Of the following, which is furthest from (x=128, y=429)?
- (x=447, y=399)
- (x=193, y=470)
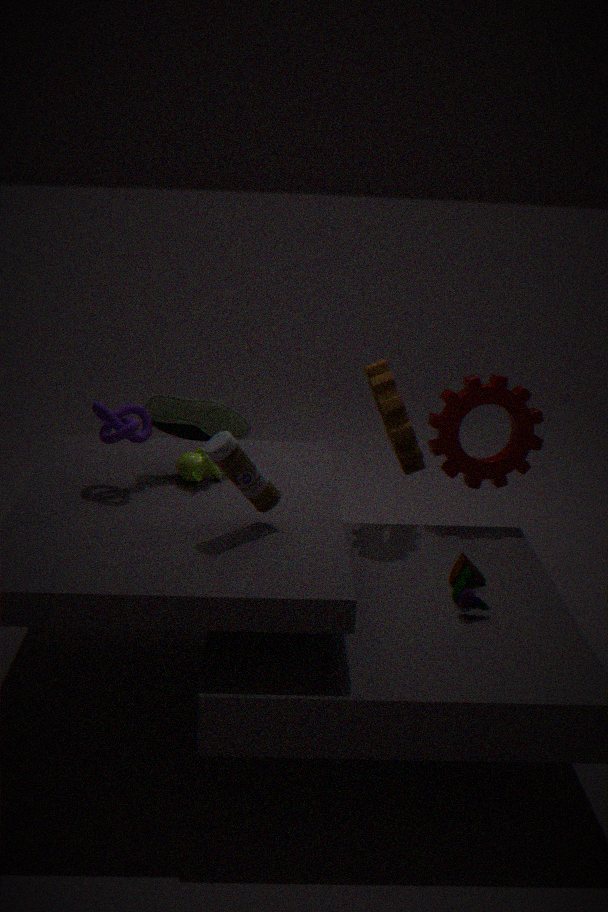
(x=447, y=399)
